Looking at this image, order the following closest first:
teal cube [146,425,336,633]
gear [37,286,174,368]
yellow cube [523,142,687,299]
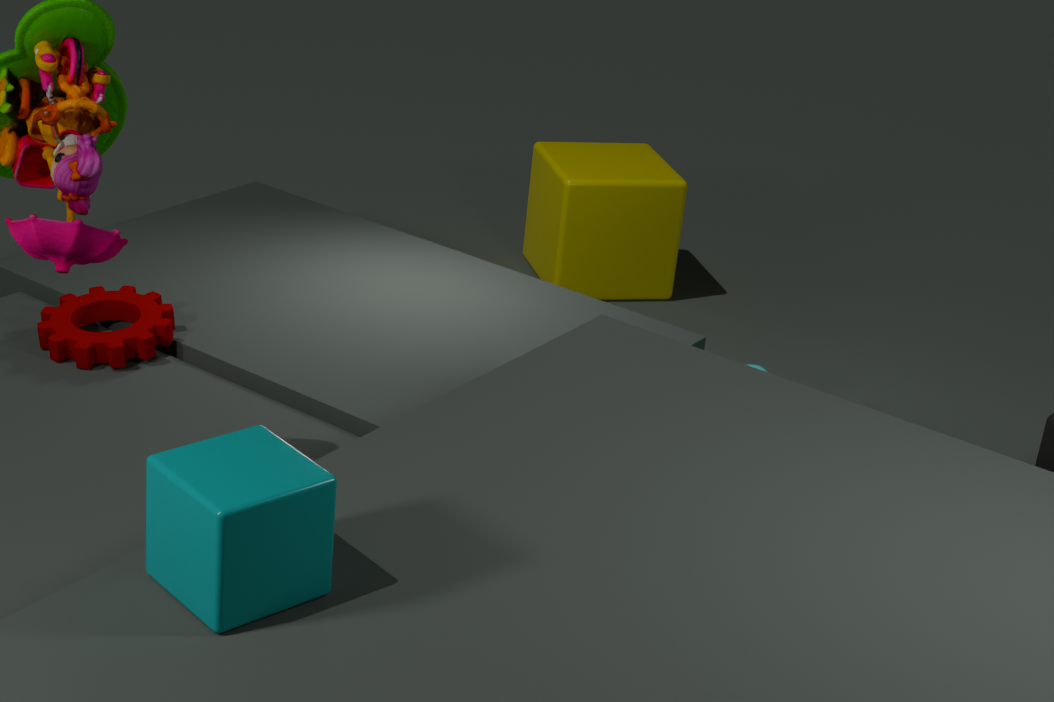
teal cube [146,425,336,633] < gear [37,286,174,368] < yellow cube [523,142,687,299]
